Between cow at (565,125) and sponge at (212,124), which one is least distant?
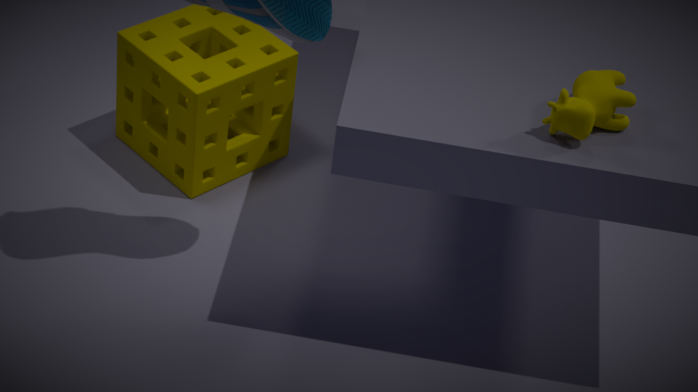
cow at (565,125)
